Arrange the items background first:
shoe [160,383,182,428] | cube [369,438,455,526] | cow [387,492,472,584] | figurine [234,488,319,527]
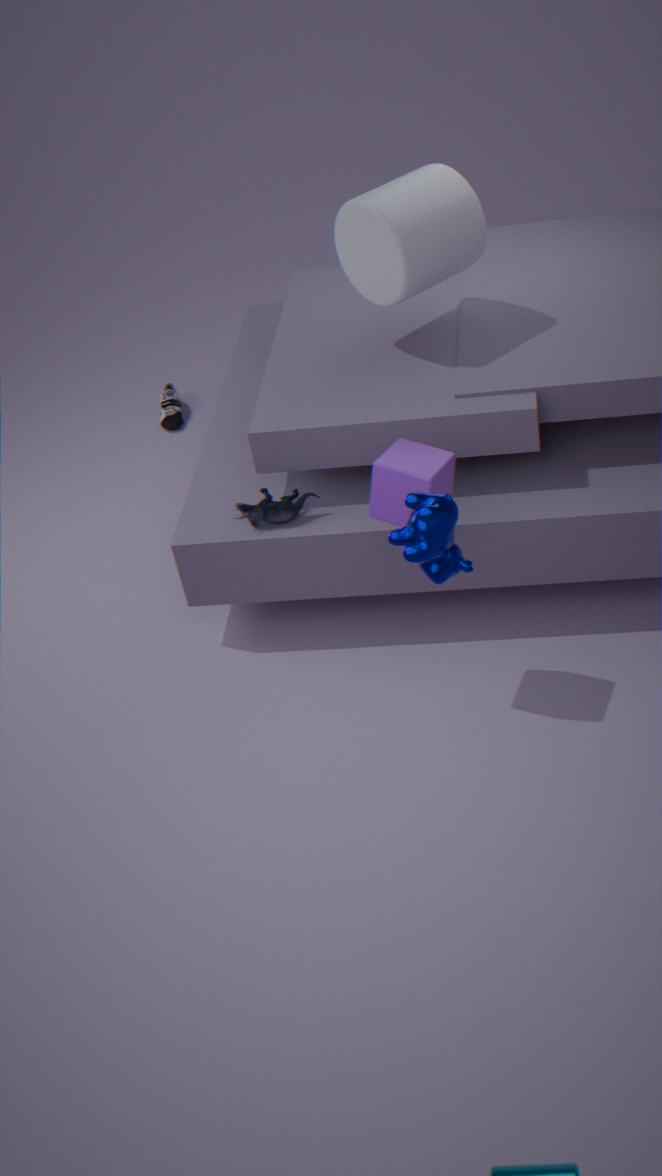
shoe [160,383,182,428] → figurine [234,488,319,527] → cube [369,438,455,526] → cow [387,492,472,584]
